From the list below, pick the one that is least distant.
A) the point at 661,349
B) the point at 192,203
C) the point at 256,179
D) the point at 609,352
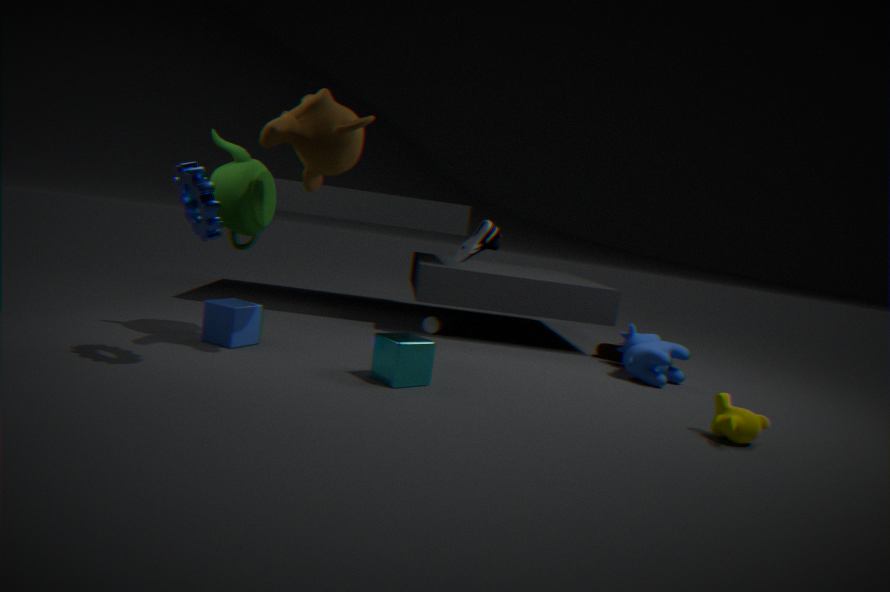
the point at 192,203
